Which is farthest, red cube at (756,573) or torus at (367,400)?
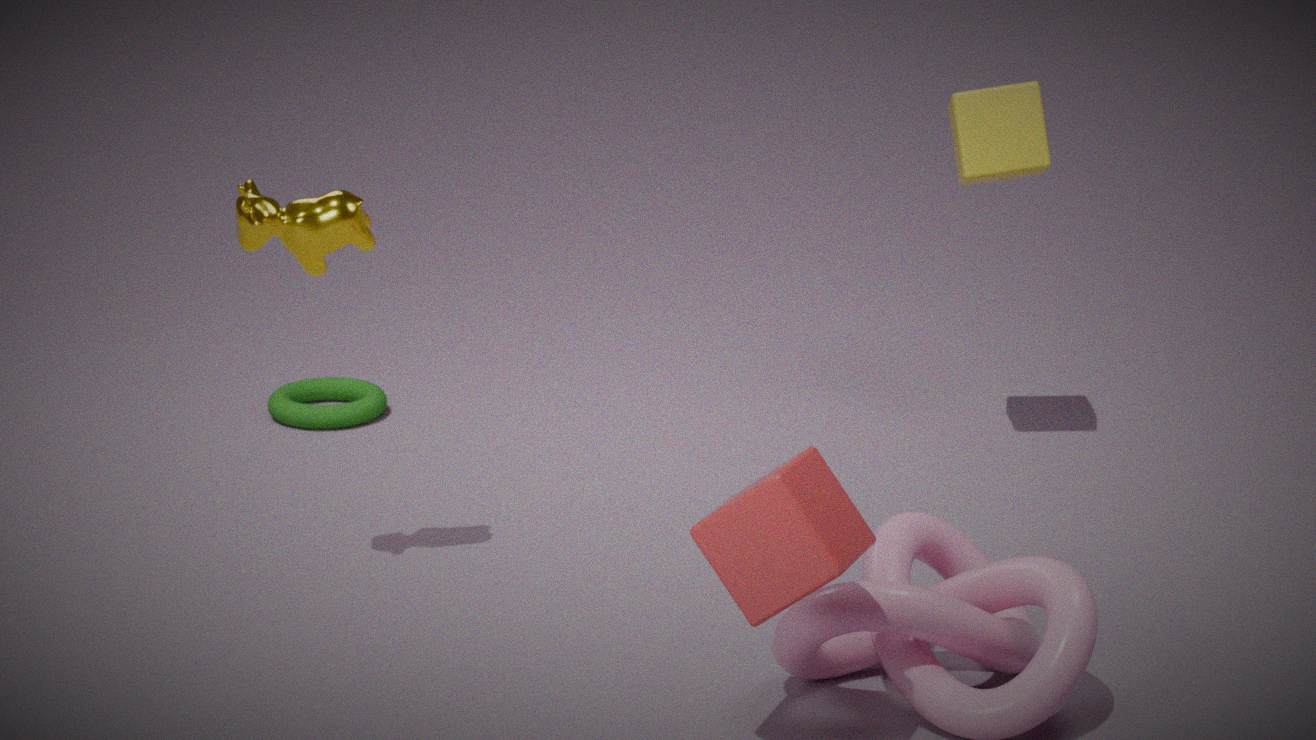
torus at (367,400)
